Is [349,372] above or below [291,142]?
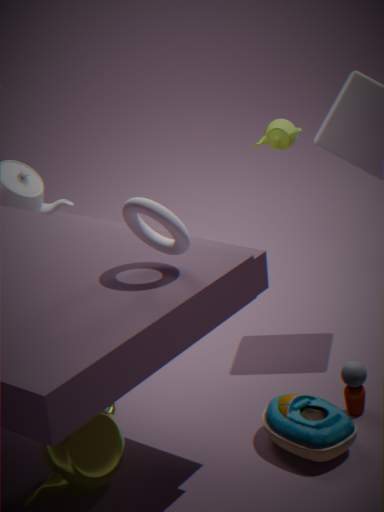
below
